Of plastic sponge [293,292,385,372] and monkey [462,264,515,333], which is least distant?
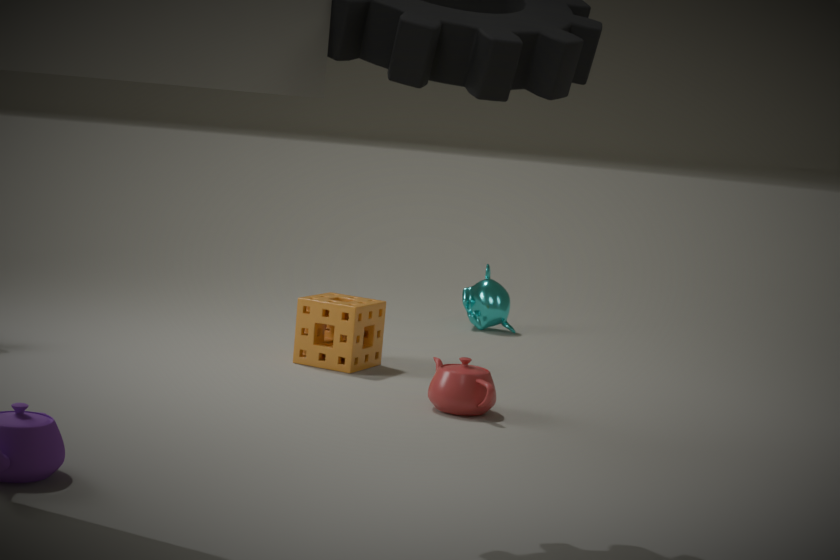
plastic sponge [293,292,385,372]
